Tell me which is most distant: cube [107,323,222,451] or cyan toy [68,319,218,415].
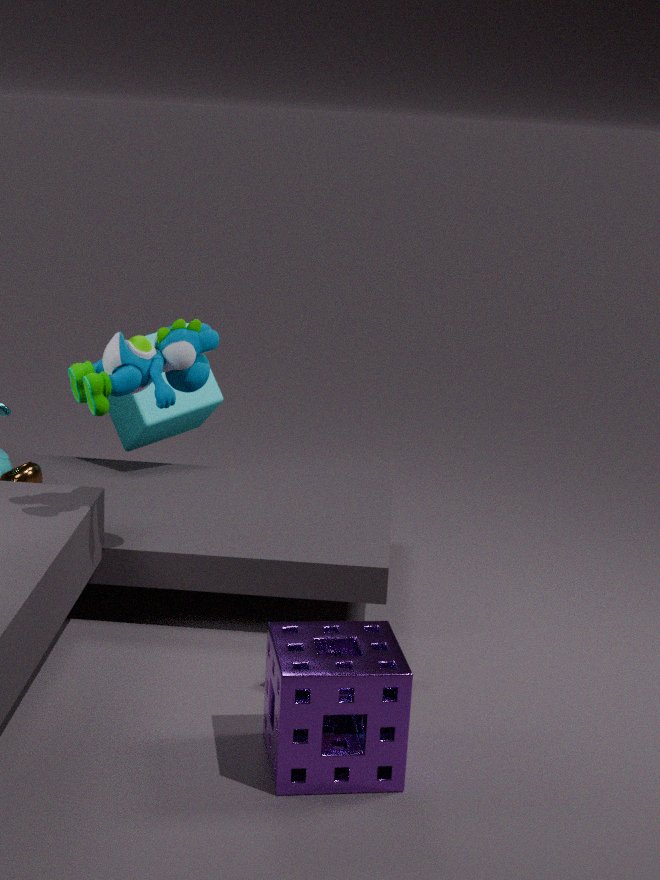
cube [107,323,222,451]
